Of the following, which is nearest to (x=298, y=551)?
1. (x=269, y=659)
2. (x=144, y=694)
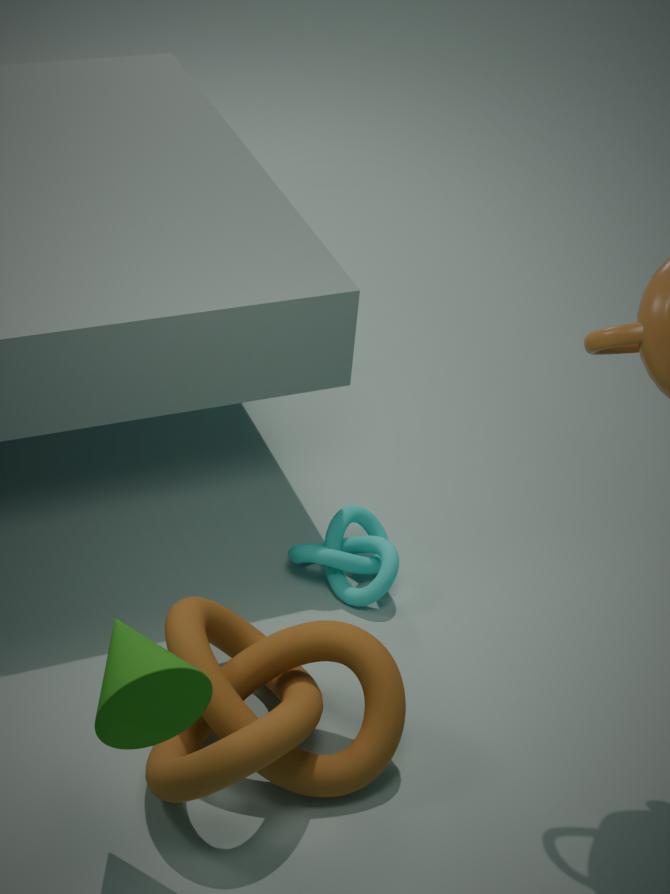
(x=269, y=659)
